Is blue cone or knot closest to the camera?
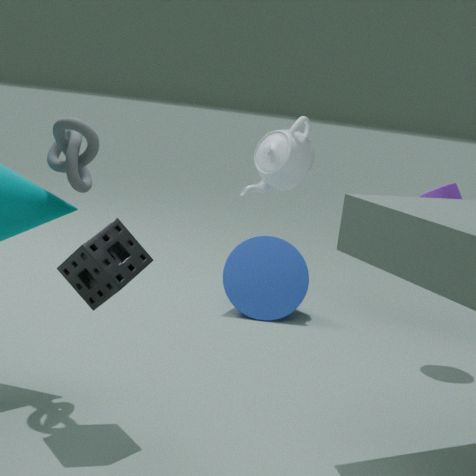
knot
